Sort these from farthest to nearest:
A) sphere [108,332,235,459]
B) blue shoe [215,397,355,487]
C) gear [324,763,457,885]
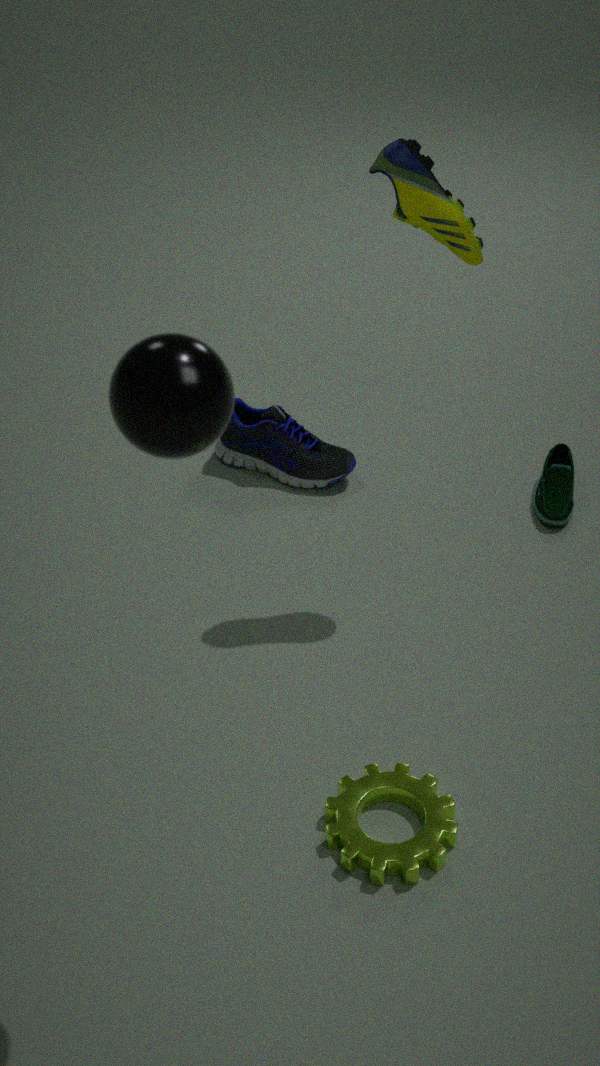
blue shoe [215,397,355,487], gear [324,763,457,885], sphere [108,332,235,459]
